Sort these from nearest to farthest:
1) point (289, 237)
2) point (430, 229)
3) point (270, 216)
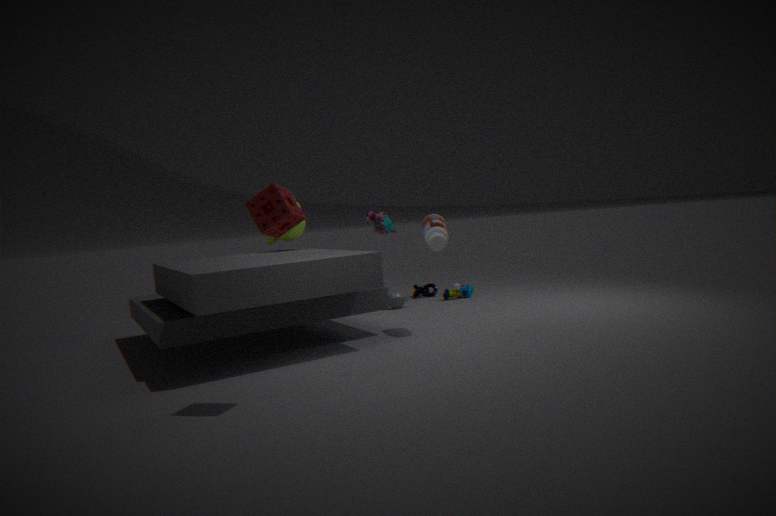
3. point (270, 216) → 2. point (430, 229) → 1. point (289, 237)
